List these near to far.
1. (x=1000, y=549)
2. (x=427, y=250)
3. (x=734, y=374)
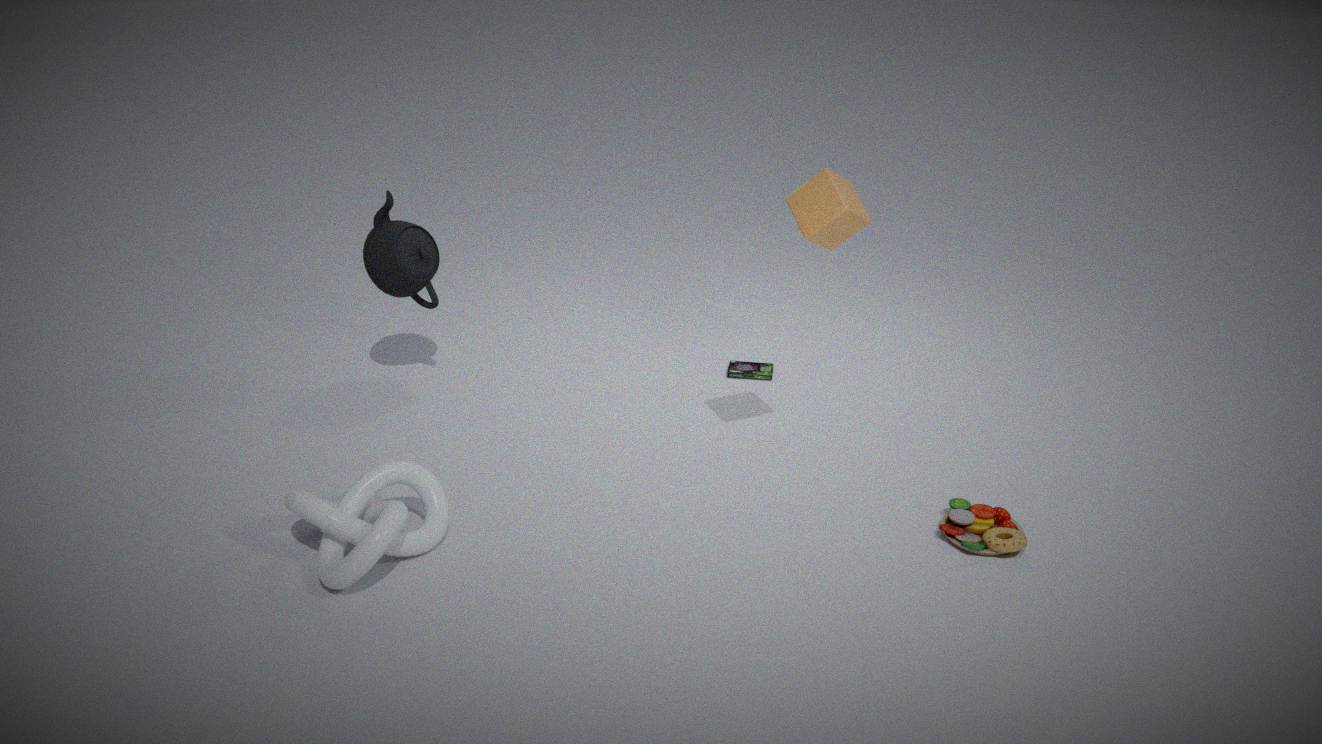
1. (x=1000, y=549)
2. (x=427, y=250)
3. (x=734, y=374)
